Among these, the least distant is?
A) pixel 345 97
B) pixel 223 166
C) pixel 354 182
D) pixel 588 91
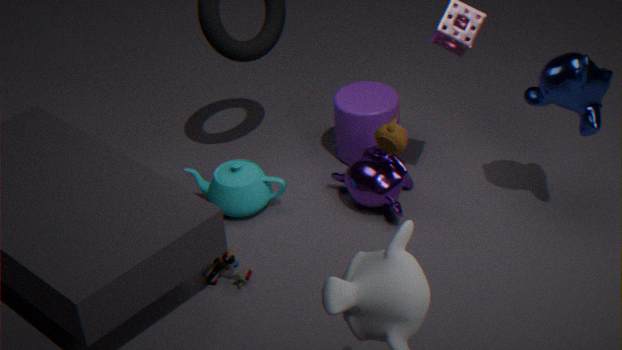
pixel 588 91
